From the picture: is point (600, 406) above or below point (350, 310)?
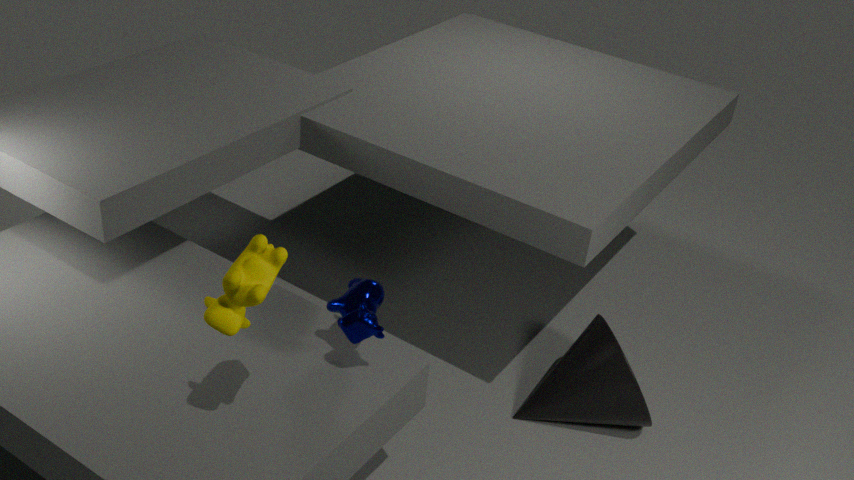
below
